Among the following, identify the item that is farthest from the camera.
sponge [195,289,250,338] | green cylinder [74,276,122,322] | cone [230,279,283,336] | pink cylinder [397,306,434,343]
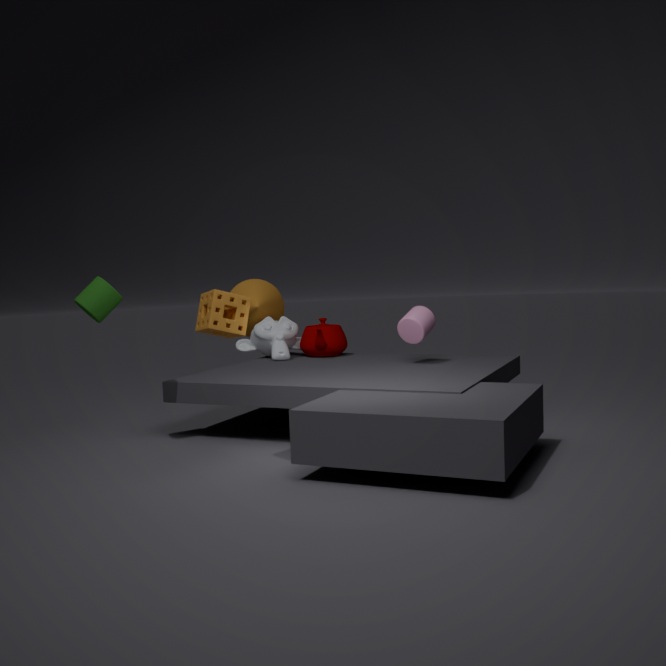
cone [230,279,283,336]
